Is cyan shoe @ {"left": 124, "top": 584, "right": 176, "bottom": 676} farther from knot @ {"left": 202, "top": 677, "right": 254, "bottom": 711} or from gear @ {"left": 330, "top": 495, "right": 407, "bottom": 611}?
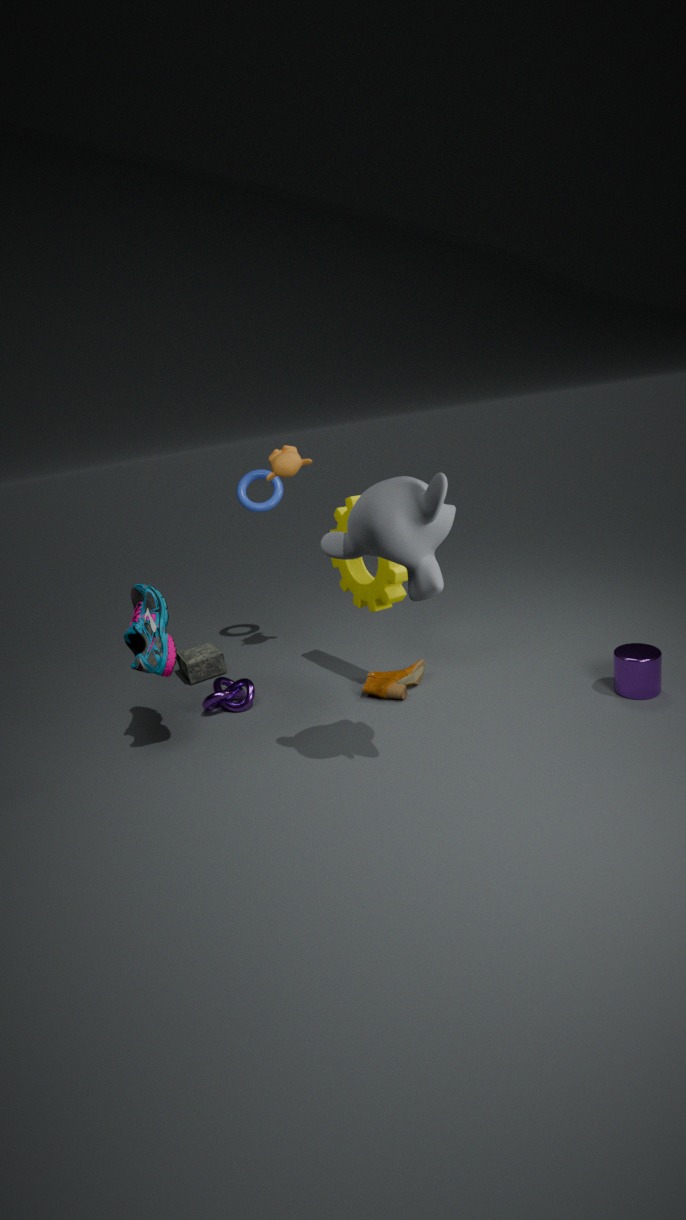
gear @ {"left": 330, "top": 495, "right": 407, "bottom": 611}
